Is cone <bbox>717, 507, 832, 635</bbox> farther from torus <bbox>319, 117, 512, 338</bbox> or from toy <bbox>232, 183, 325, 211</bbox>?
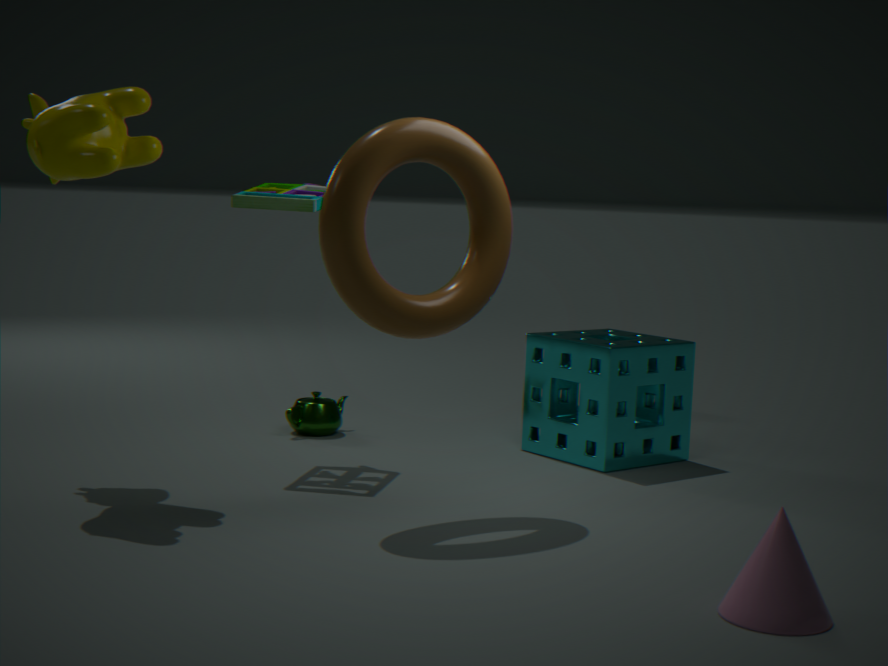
toy <bbox>232, 183, 325, 211</bbox>
